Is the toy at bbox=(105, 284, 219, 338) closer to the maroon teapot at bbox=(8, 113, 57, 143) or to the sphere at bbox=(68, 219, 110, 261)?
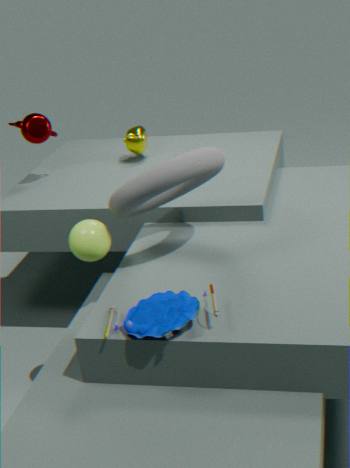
the sphere at bbox=(68, 219, 110, 261)
